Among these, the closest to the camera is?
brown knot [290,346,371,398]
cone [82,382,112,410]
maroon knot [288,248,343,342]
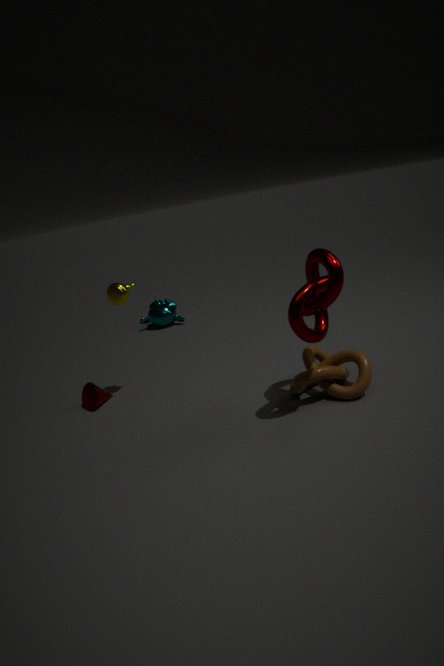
maroon knot [288,248,343,342]
